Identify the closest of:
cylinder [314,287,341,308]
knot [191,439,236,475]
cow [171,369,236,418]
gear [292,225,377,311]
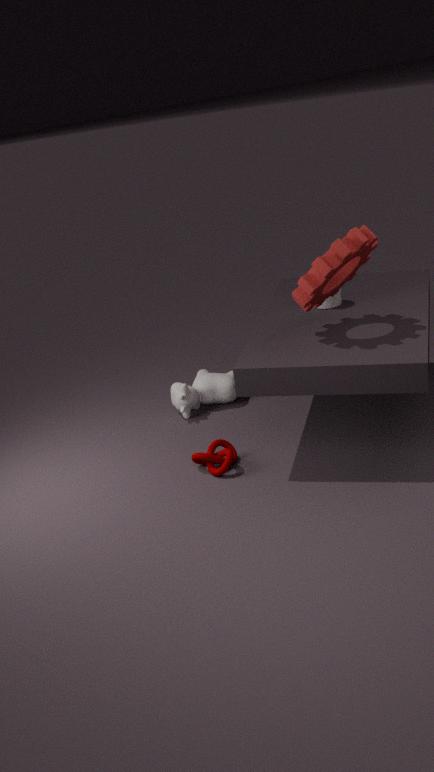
gear [292,225,377,311]
